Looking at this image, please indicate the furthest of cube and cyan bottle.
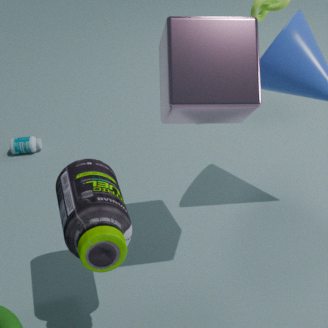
cyan bottle
